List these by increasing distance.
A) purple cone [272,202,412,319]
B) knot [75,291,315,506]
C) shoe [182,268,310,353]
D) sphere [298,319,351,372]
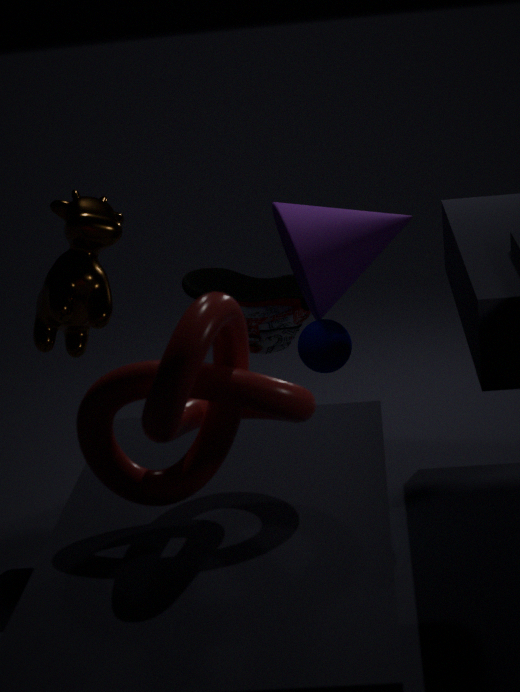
knot [75,291,315,506], purple cone [272,202,412,319], sphere [298,319,351,372], shoe [182,268,310,353]
